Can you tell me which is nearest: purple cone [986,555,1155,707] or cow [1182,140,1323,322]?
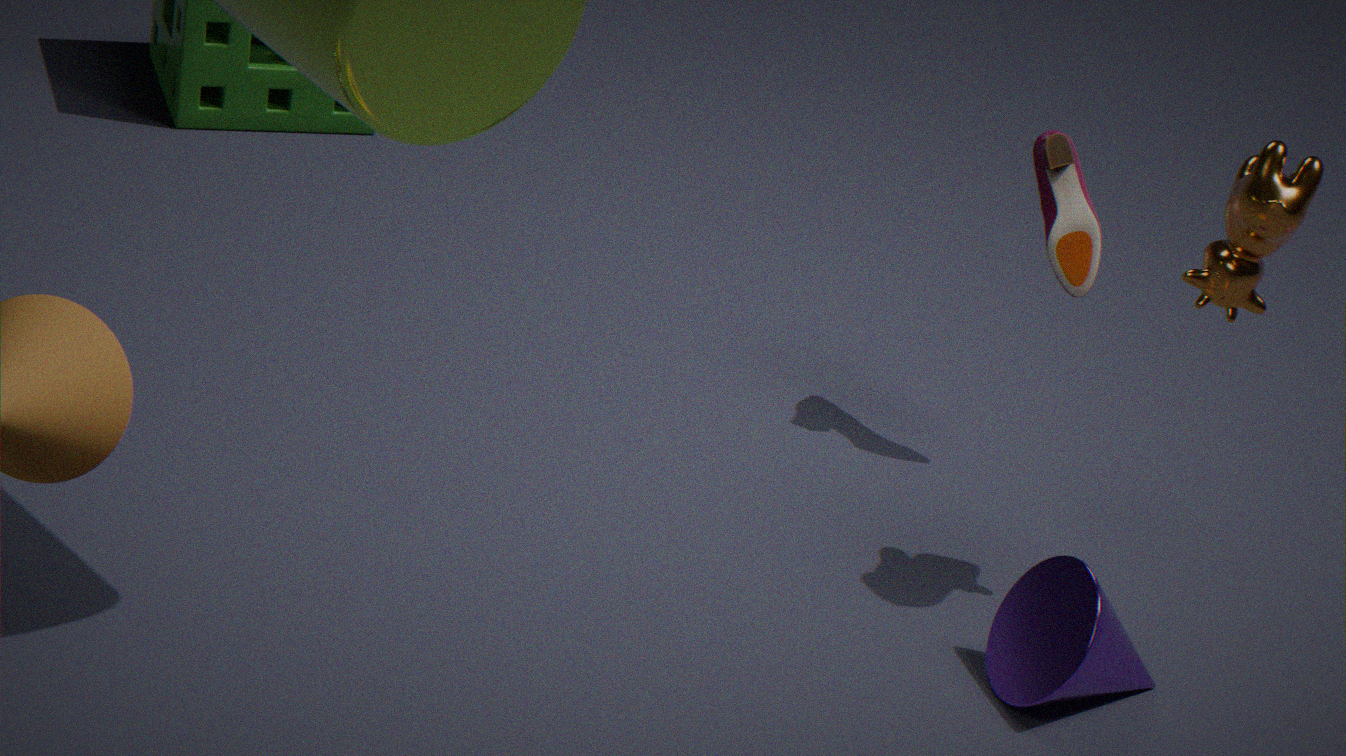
purple cone [986,555,1155,707]
